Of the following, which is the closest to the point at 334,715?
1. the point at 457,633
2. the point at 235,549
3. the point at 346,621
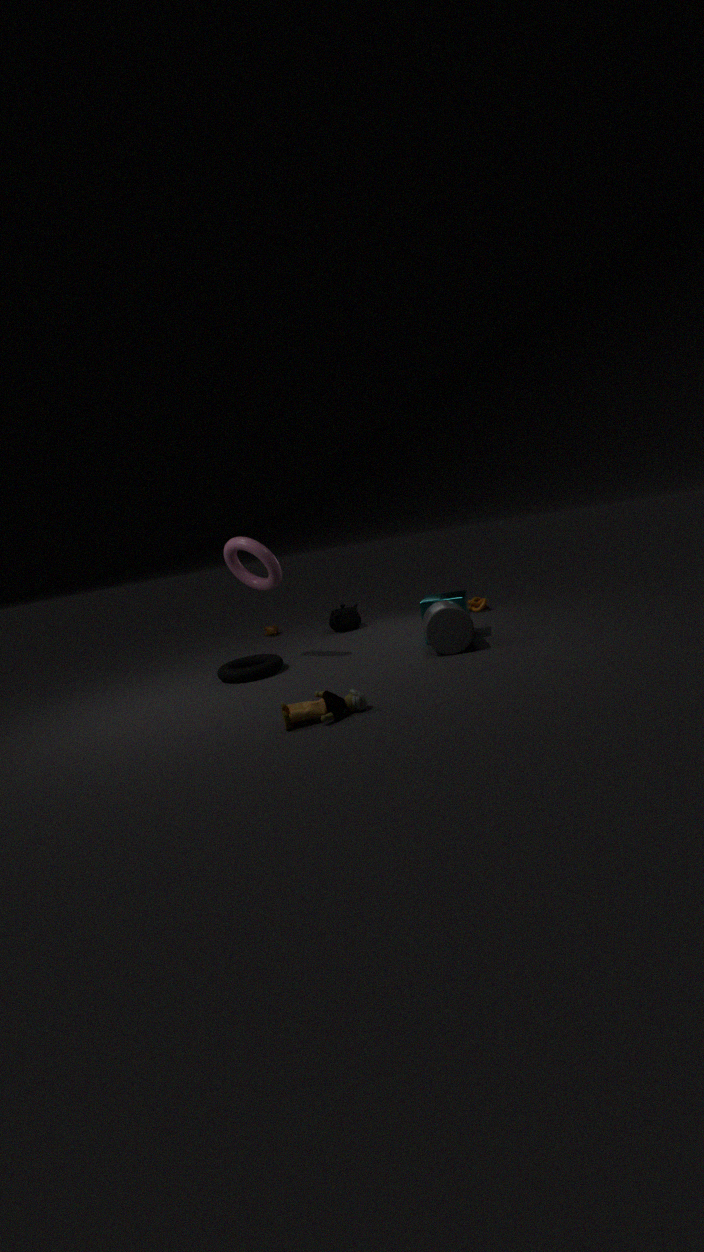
the point at 457,633
